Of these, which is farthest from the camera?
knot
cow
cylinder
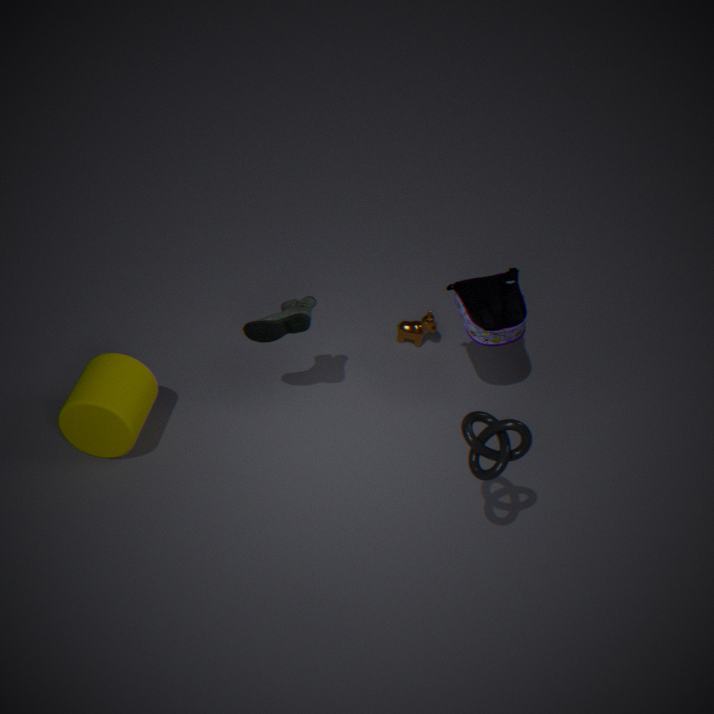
cow
